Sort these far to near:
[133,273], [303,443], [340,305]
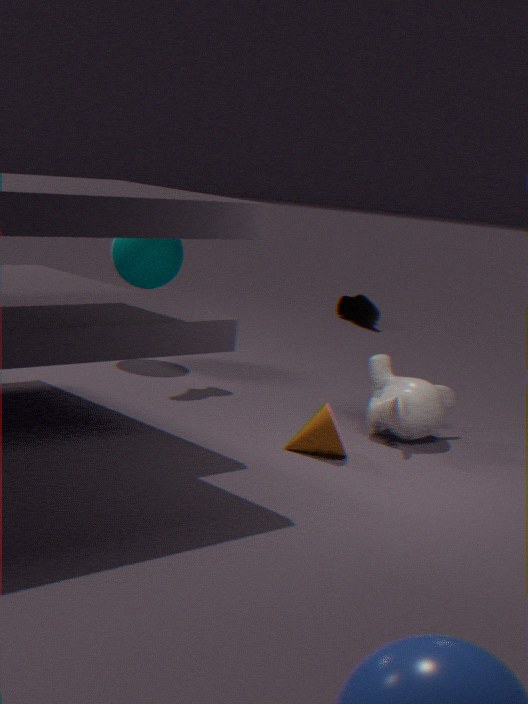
1. [340,305]
2. [133,273]
3. [303,443]
